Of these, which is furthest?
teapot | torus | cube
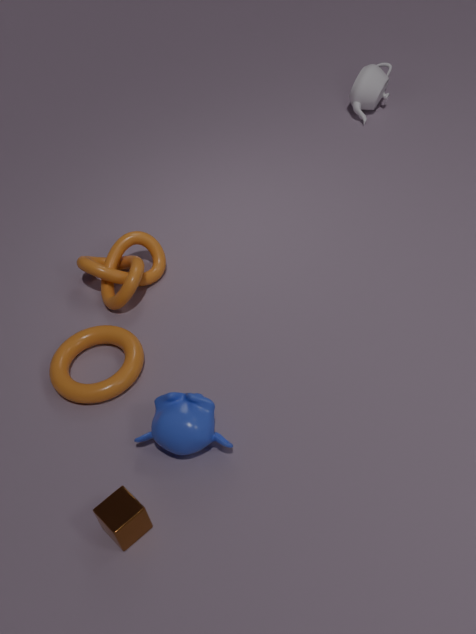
teapot
